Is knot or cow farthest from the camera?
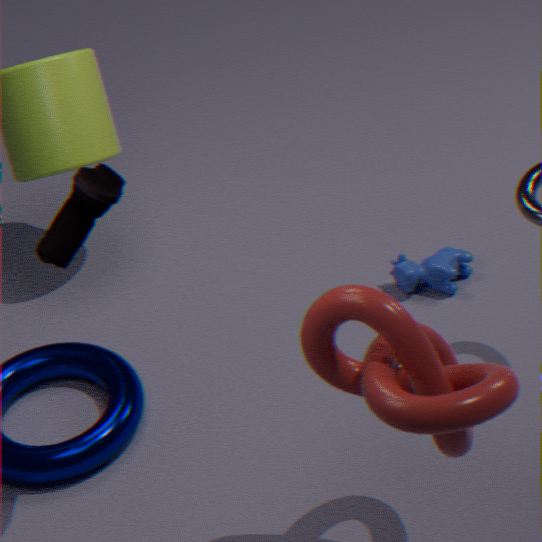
cow
